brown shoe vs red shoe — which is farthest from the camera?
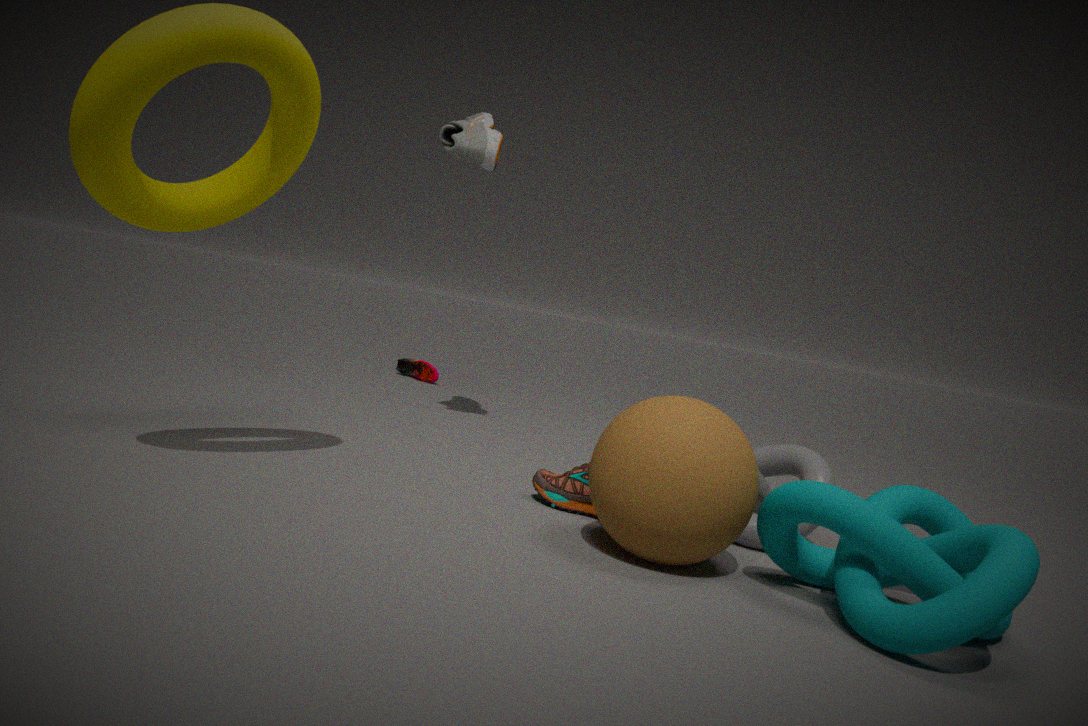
red shoe
